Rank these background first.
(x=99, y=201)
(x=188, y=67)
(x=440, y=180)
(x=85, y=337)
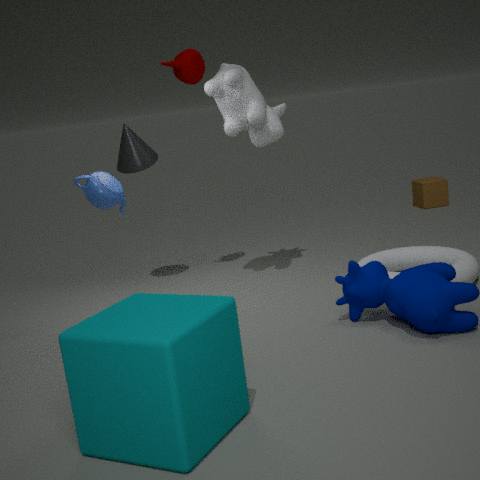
1. (x=440, y=180)
2. (x=188, y=67)
3. (x=99, y=201)
4. (x=85, y=337)
